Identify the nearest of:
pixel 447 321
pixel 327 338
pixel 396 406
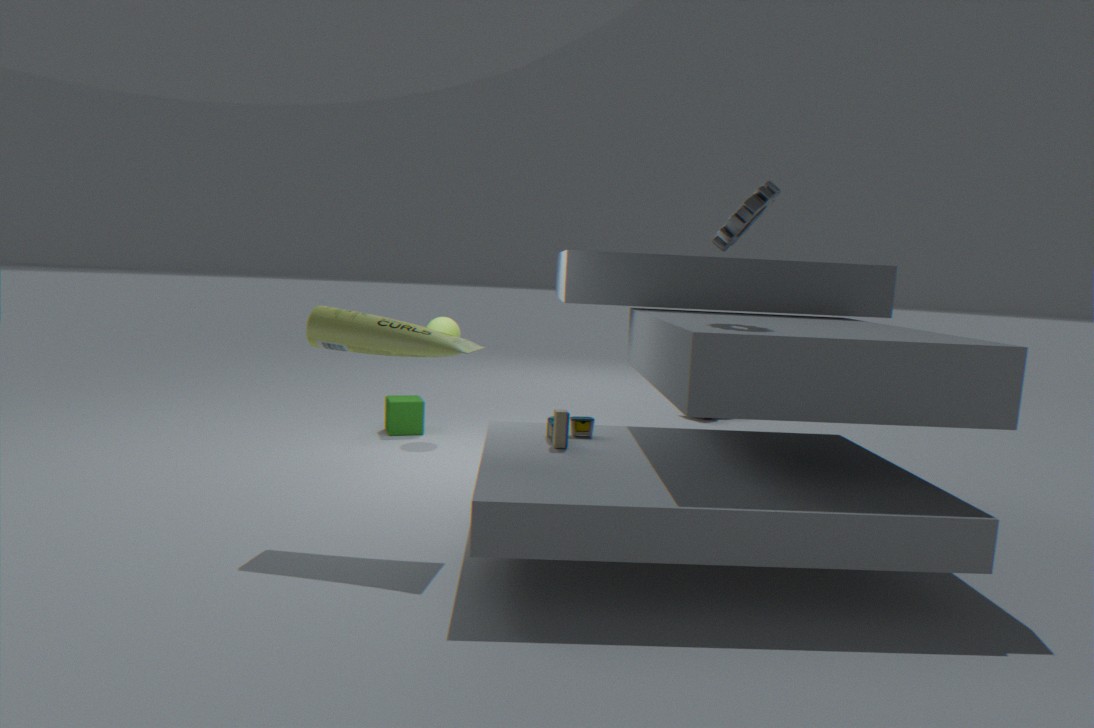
pixel 327 338
